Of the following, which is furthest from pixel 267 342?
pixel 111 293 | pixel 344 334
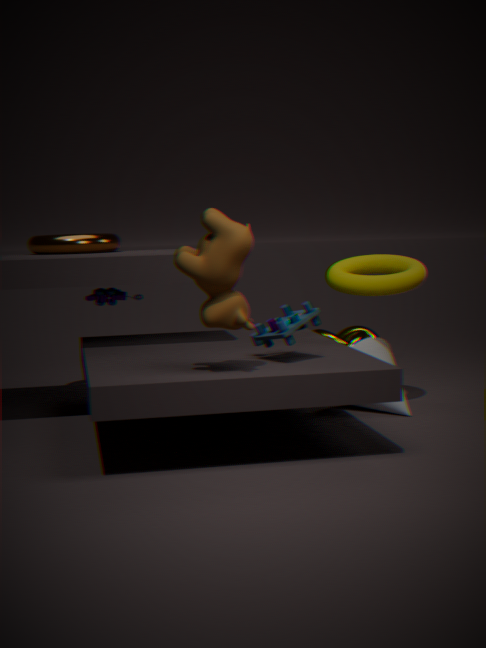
pixel 344 334
